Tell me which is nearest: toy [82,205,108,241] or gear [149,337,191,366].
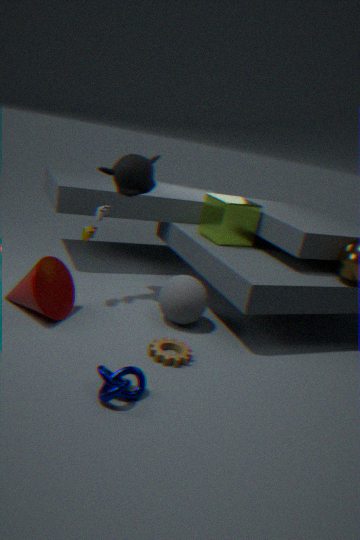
gear [149,337,191,366]
